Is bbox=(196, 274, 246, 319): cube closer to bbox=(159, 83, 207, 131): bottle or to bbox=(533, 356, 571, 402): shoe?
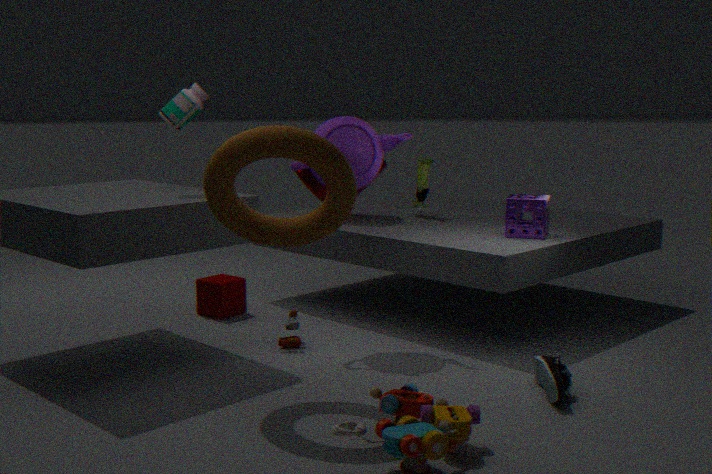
bbox=(159, 83, 207, 131): bottle
